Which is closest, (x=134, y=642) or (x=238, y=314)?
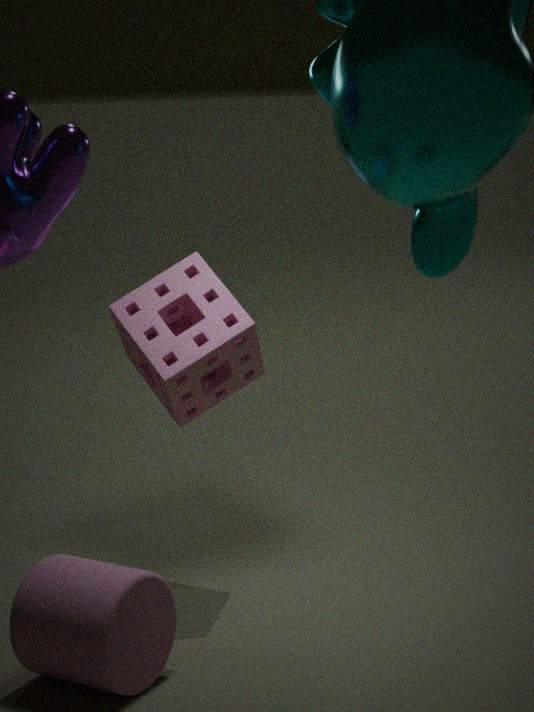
(x=134, y=642)
